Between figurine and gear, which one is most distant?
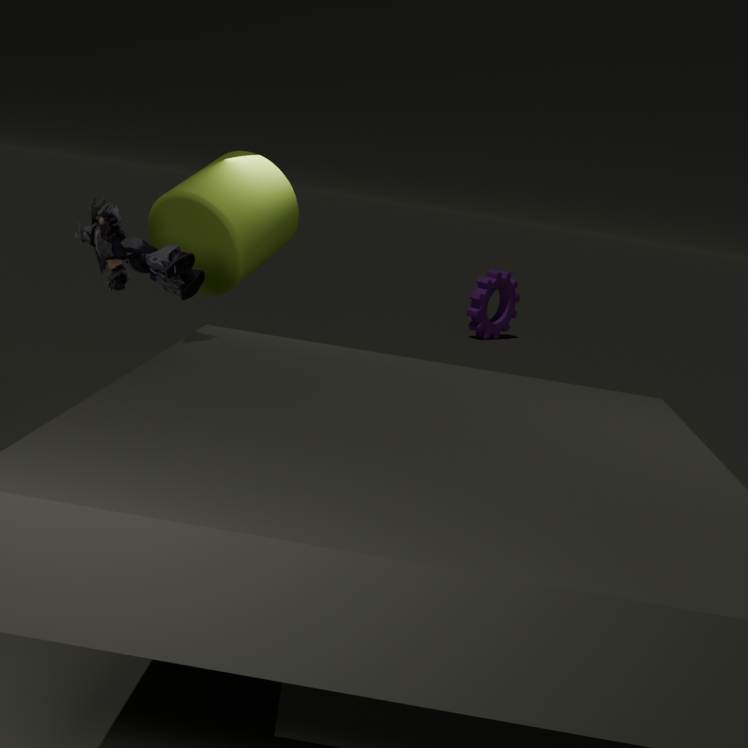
gear
